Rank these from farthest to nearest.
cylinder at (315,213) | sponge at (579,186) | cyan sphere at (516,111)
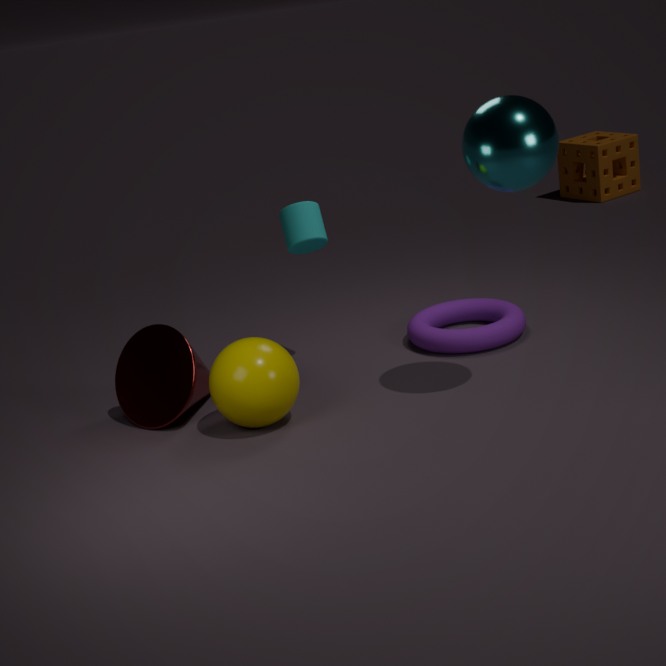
1. sponge at (579,186)
2. cylinder at (315,213)
3. cyan sphere at (516,111)
